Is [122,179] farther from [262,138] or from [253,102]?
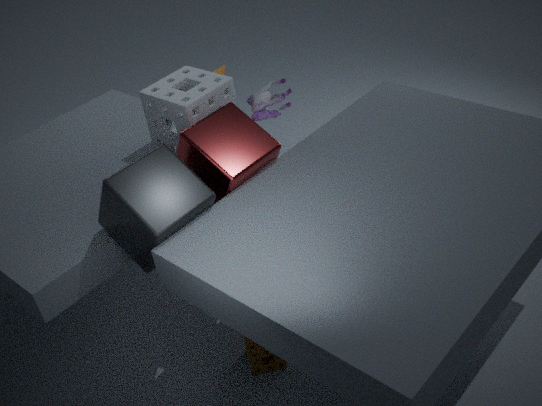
[253,102]
